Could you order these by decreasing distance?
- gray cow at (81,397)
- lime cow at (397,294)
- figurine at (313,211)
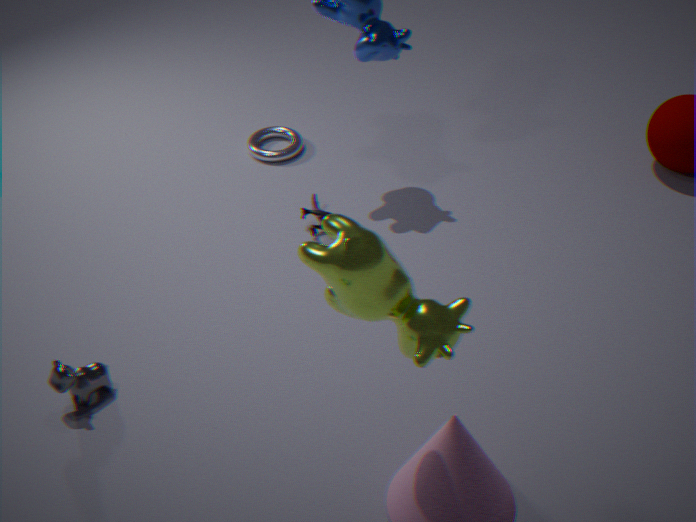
figurine at (313,211), gray cow at (81,397), lime cow at (397,294)
